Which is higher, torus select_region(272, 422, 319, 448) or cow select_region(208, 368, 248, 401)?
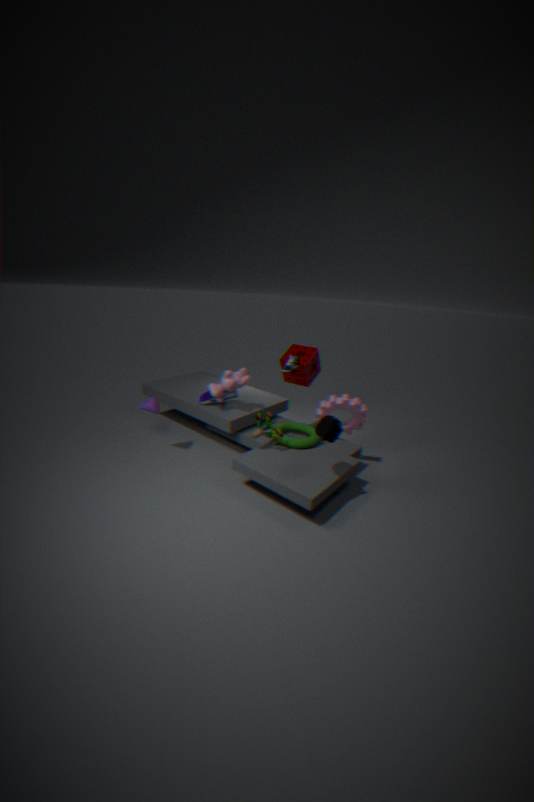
cow select_region(208, 368, 248, 401)
